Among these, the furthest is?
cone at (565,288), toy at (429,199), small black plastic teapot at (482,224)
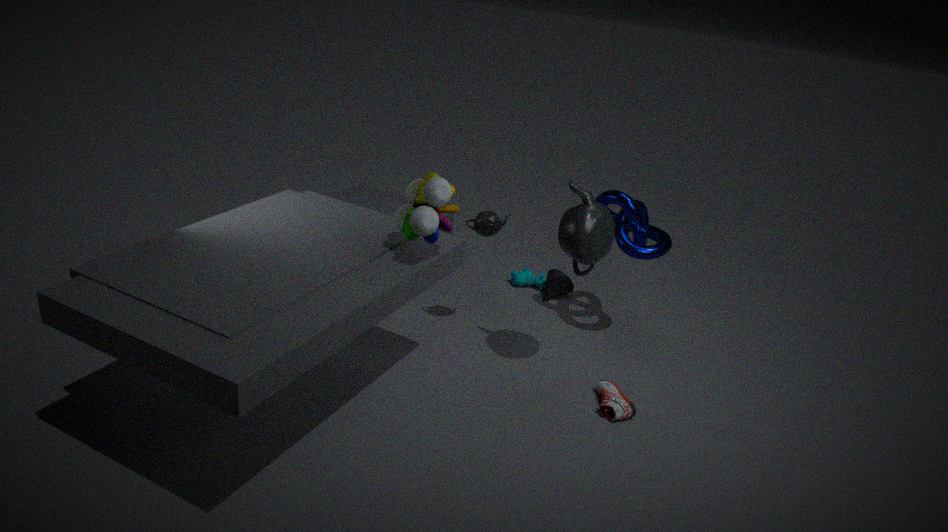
cone at (565,288)
